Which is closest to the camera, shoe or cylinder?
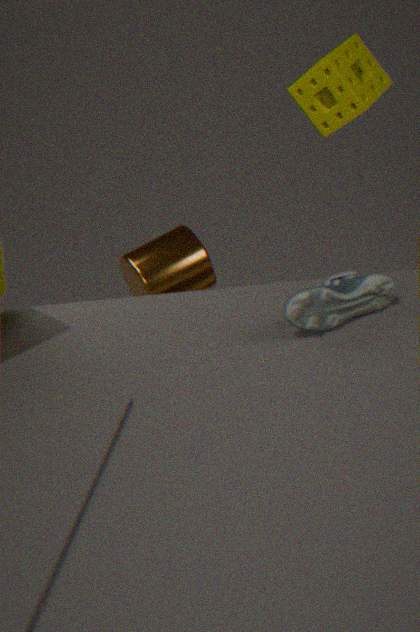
shoe
